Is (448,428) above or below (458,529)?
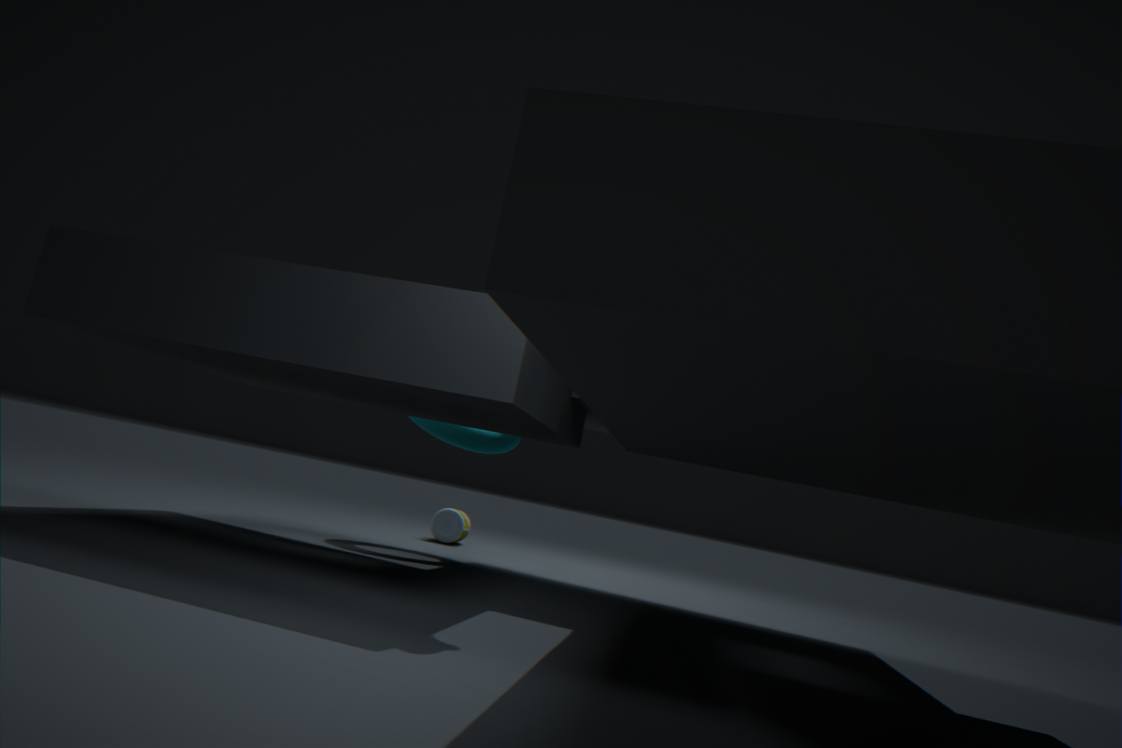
above
